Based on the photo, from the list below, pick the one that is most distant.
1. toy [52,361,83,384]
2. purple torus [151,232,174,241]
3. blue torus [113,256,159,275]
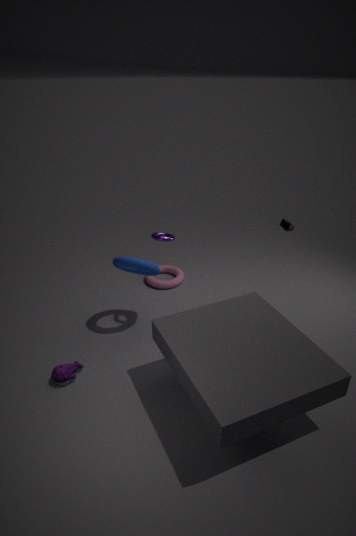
purple torus [151,232,174,241]
